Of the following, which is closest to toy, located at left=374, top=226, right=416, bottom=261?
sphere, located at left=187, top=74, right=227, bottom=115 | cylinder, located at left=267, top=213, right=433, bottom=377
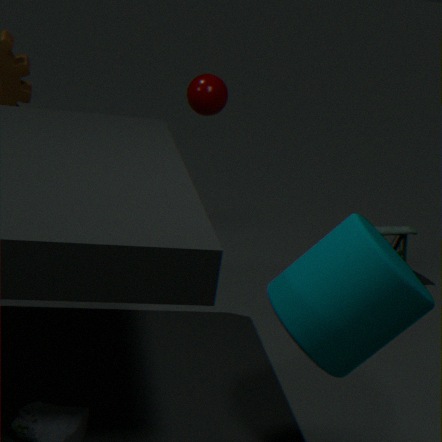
sphere, located at left=187, top=74, right=227, bottom=115
